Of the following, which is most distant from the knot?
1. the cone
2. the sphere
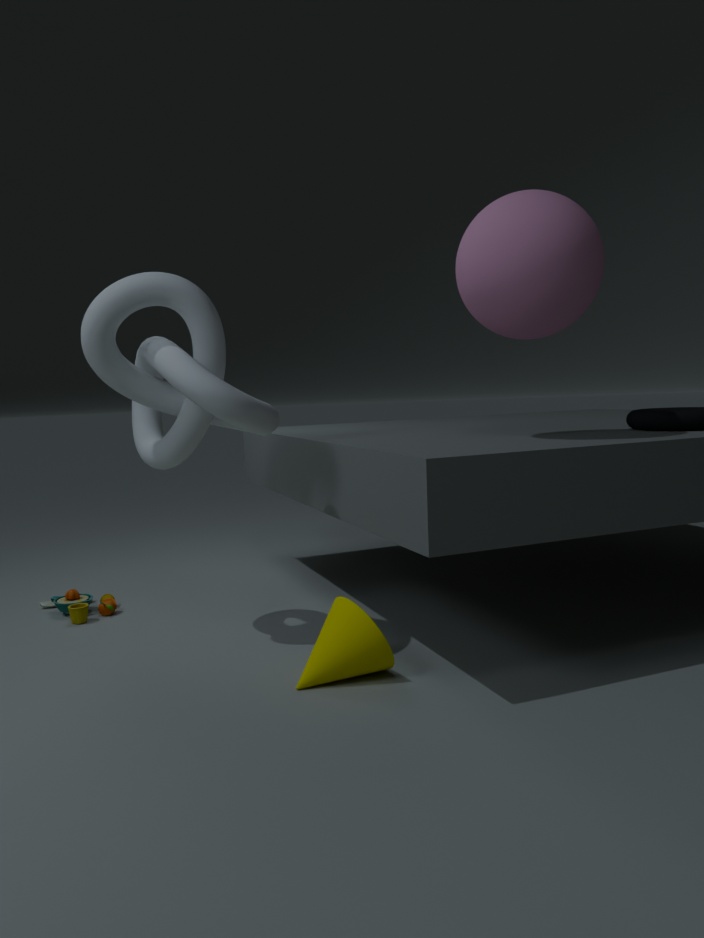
the sphere
